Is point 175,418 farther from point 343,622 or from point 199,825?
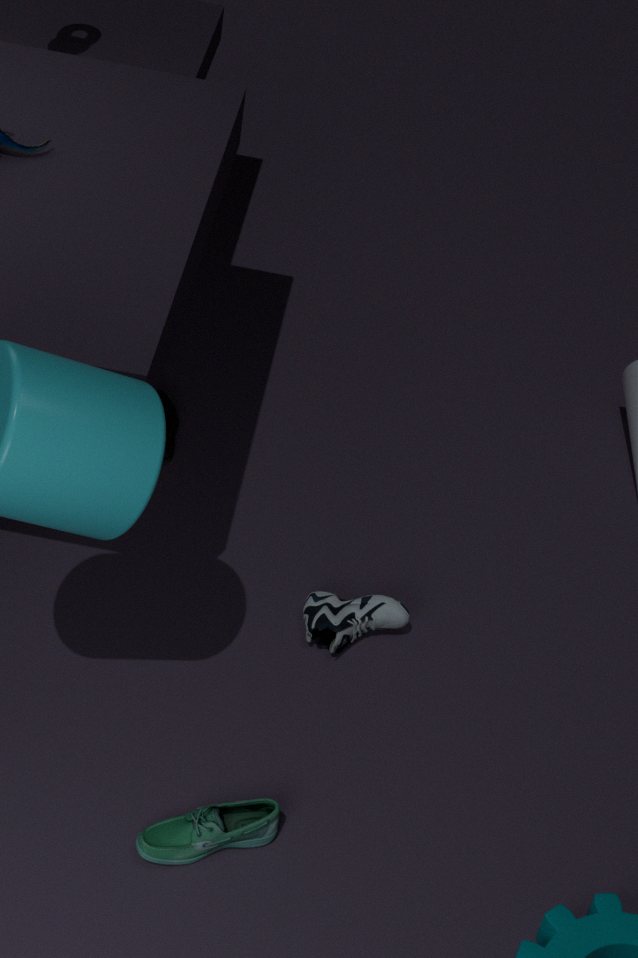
point 199,825
